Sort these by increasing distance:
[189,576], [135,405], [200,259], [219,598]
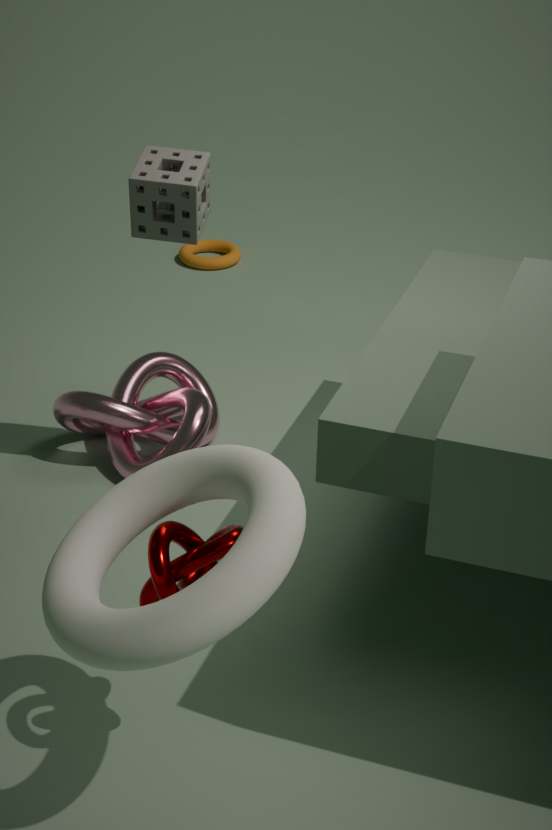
[219,598] → [189,576] → [135,405] → [200,259]
